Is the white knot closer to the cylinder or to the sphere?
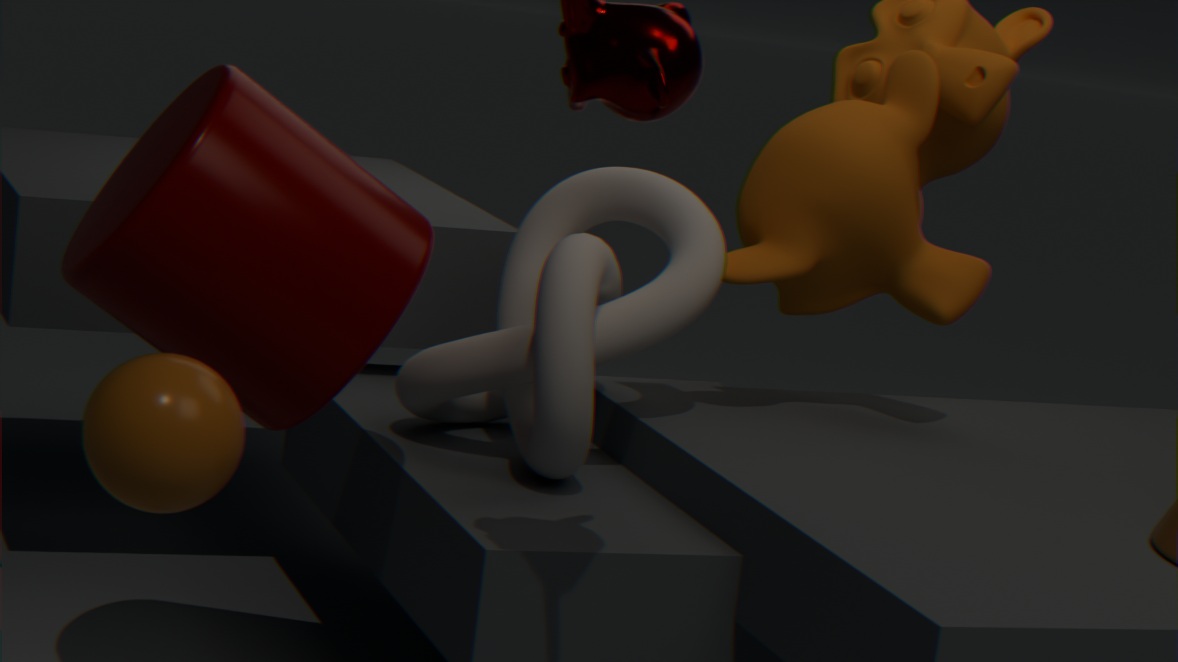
the cylinder
